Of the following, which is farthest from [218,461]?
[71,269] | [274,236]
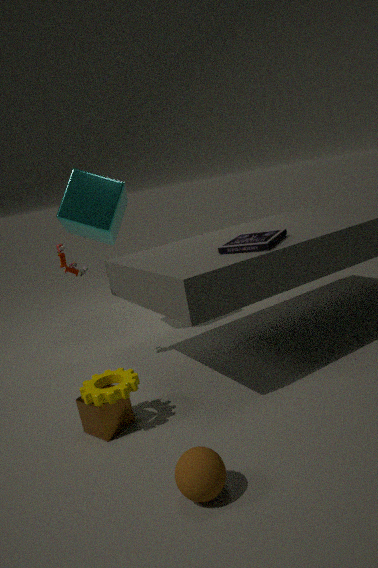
[71,269]
